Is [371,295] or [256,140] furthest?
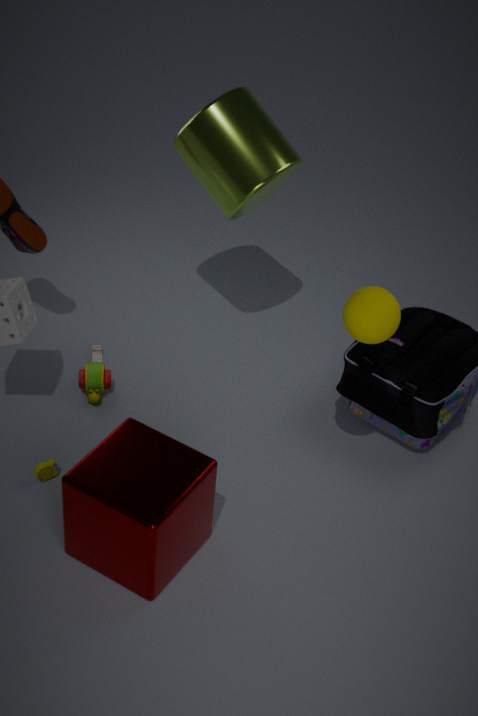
[256,140]
